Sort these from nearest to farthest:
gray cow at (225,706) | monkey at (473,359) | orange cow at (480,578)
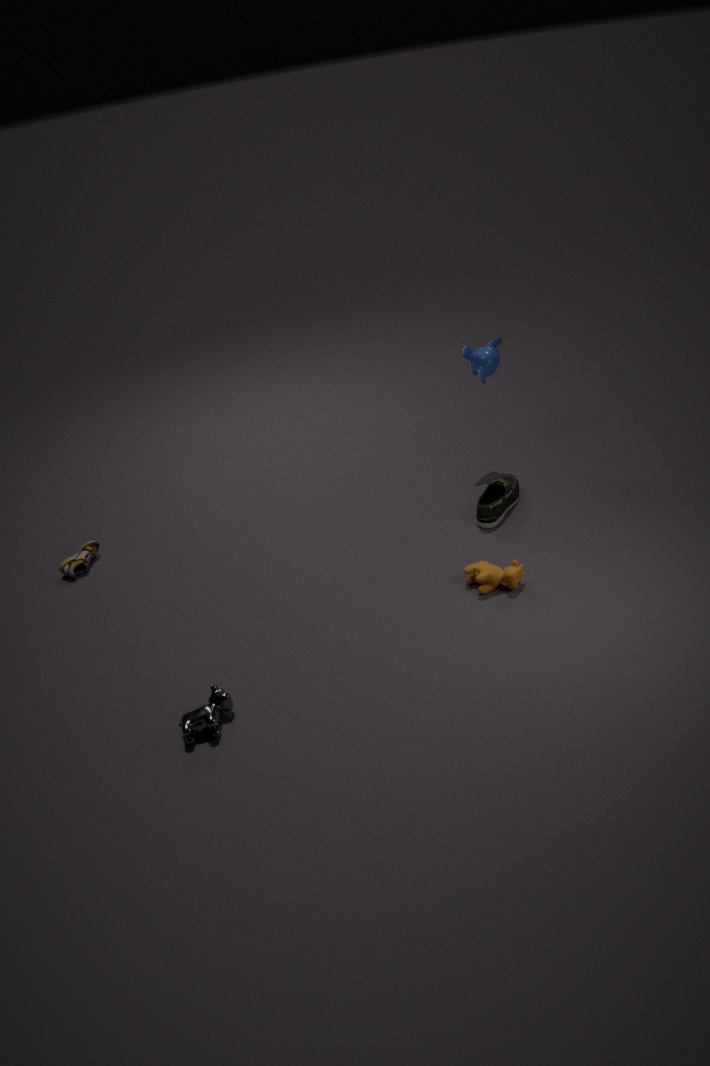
gray cow at (225,706) → orange cow at (480,578) → monkey at (473,359)
